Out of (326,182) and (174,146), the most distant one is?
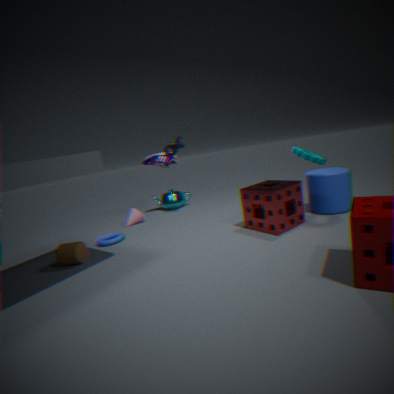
(174,146)
